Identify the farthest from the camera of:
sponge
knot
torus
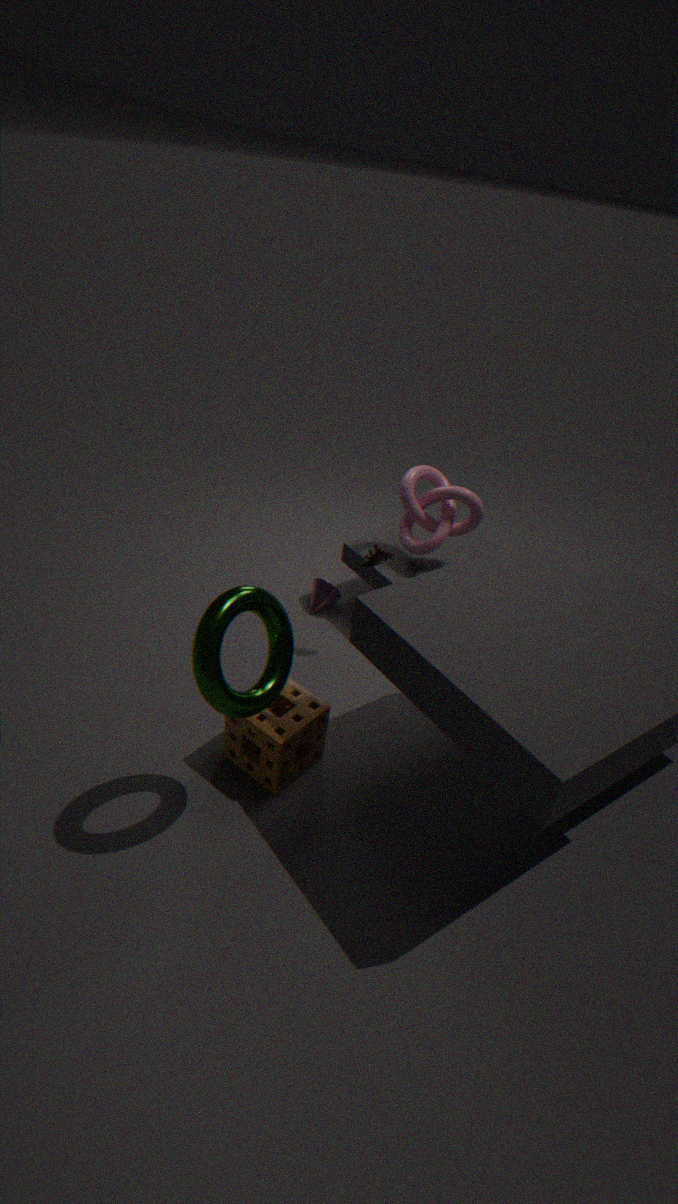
knot
